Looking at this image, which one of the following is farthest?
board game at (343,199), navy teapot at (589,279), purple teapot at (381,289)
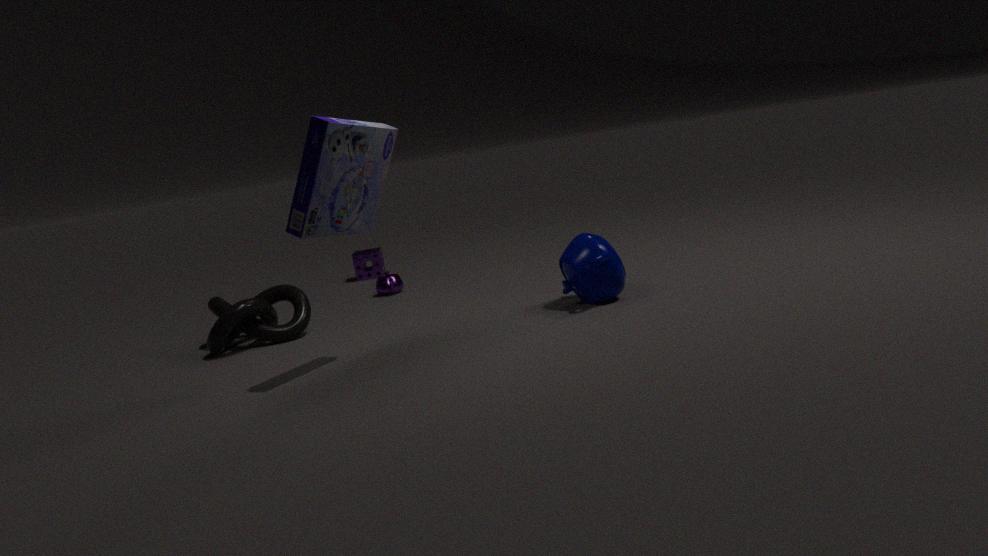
purple teapot at (381,289)
